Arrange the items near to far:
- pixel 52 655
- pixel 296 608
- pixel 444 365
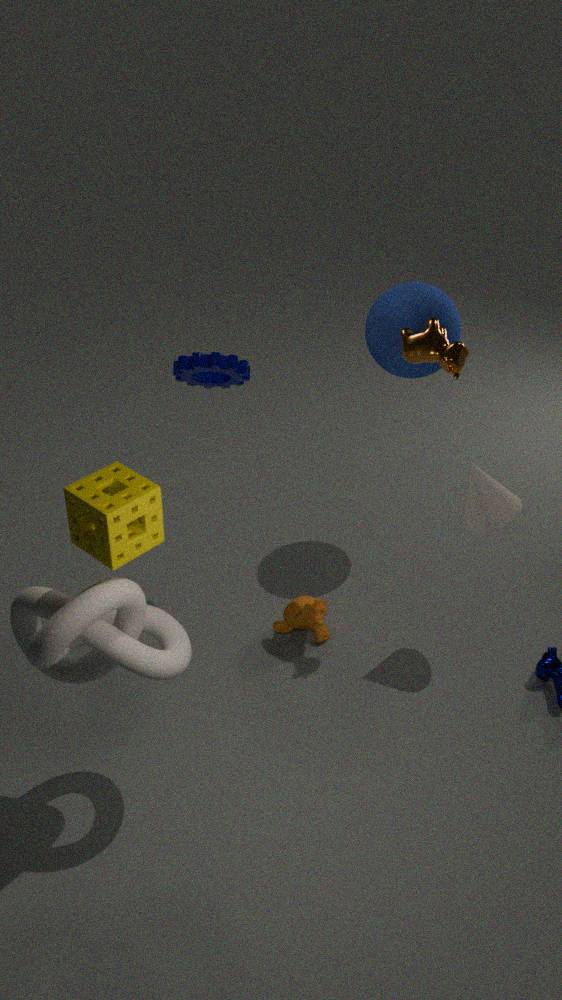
pixel 52 655 → pixel 444 365 → pixel 296 608
